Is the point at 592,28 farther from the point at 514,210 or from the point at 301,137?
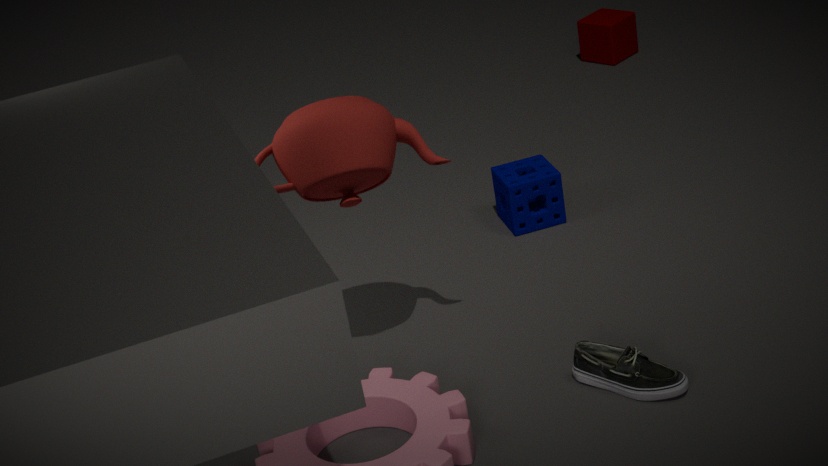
the point at 301,137
